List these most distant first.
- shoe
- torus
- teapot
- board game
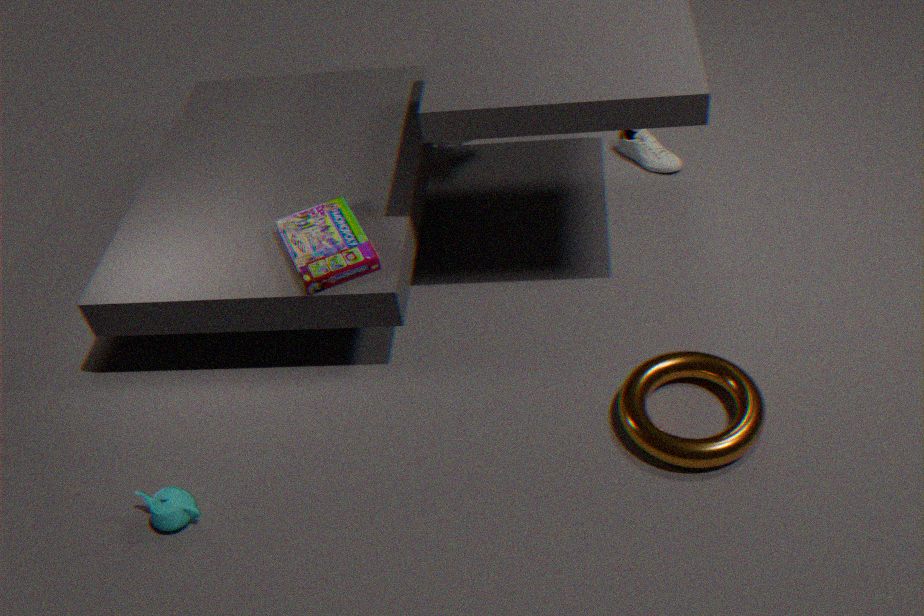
1. shoe
2. board game
3. teapot
4. torus
